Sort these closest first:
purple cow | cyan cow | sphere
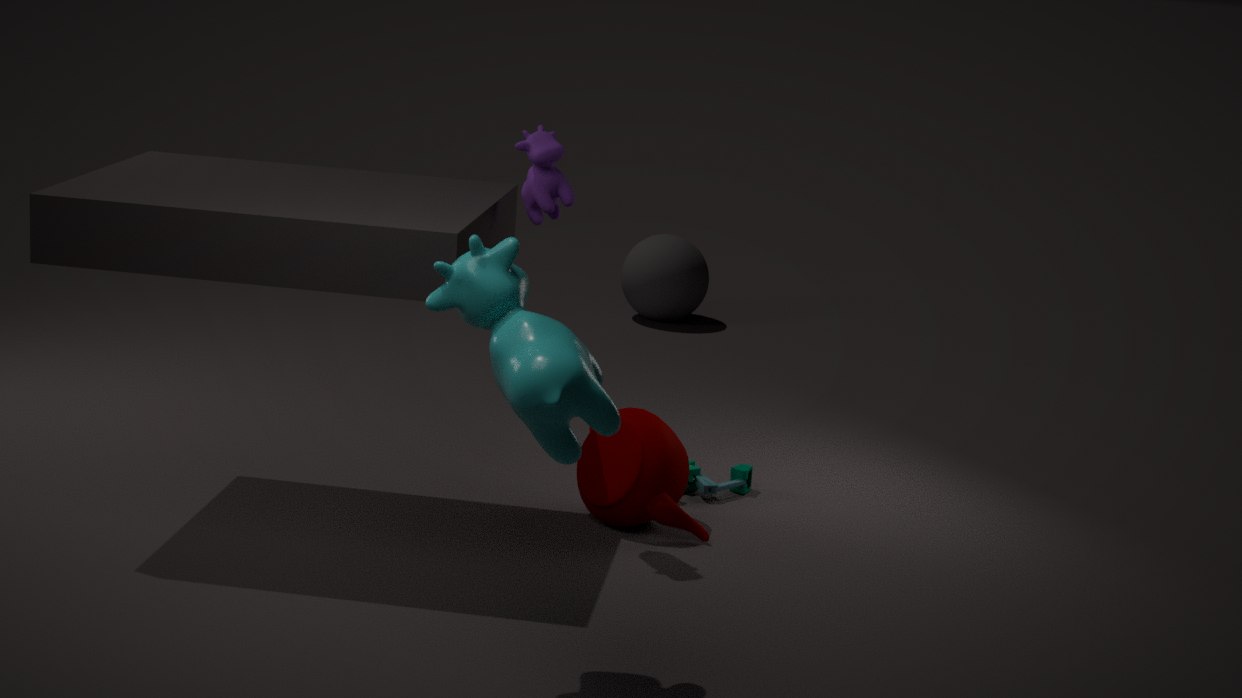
cyan cow, purple cow, sphere
